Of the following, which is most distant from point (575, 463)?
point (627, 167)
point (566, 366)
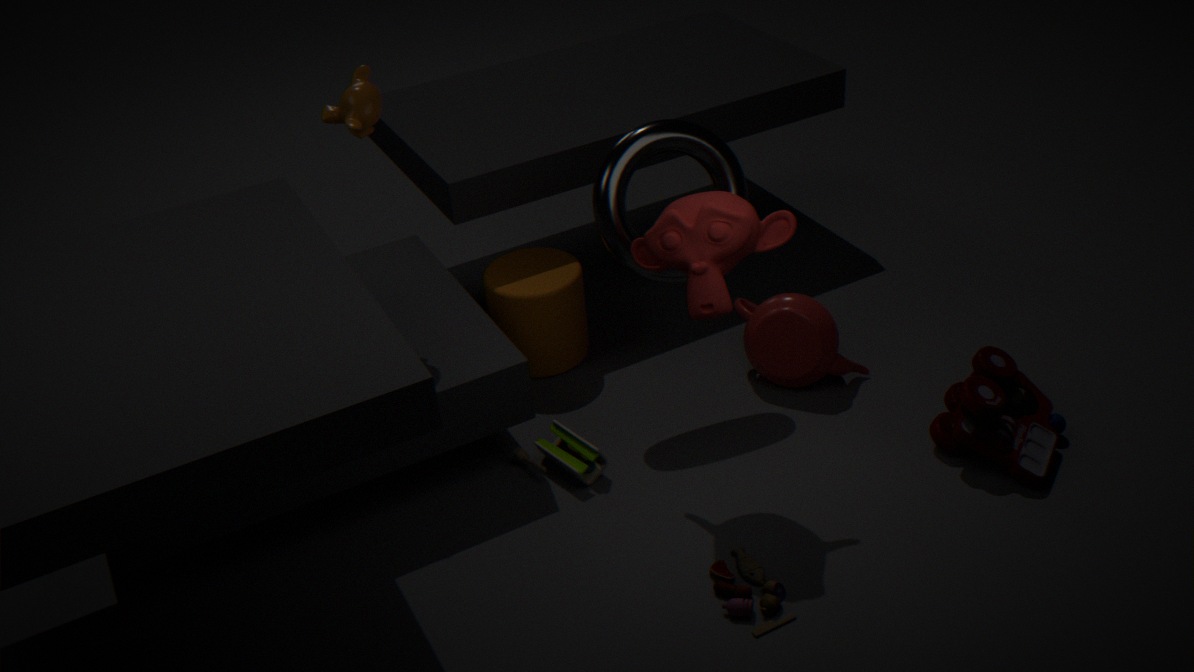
point (627, 167)
